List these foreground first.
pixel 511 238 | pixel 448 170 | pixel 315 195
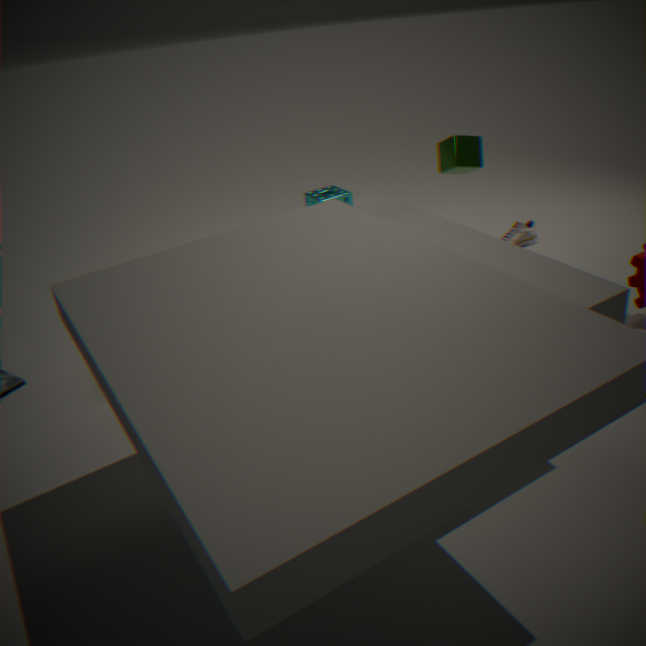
pixel 315 195 → pixel 448 170 → pixel 511 238
